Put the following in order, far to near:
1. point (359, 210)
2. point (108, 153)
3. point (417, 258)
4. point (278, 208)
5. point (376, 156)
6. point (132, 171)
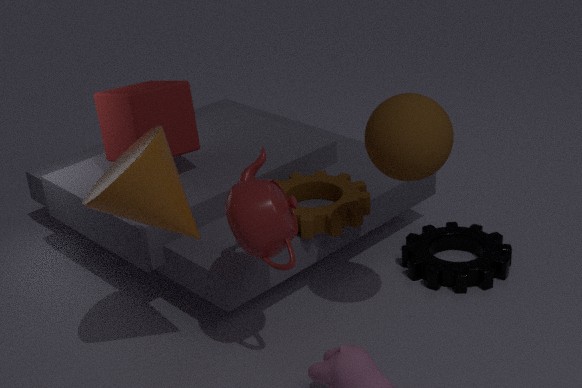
point (108, 153), point (417, 258), point (359, 210), point (376, 156), point (278, 208), point (132, 171)
